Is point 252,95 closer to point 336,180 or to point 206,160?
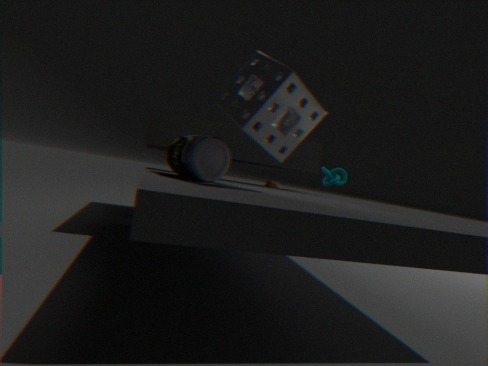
point 206,160
